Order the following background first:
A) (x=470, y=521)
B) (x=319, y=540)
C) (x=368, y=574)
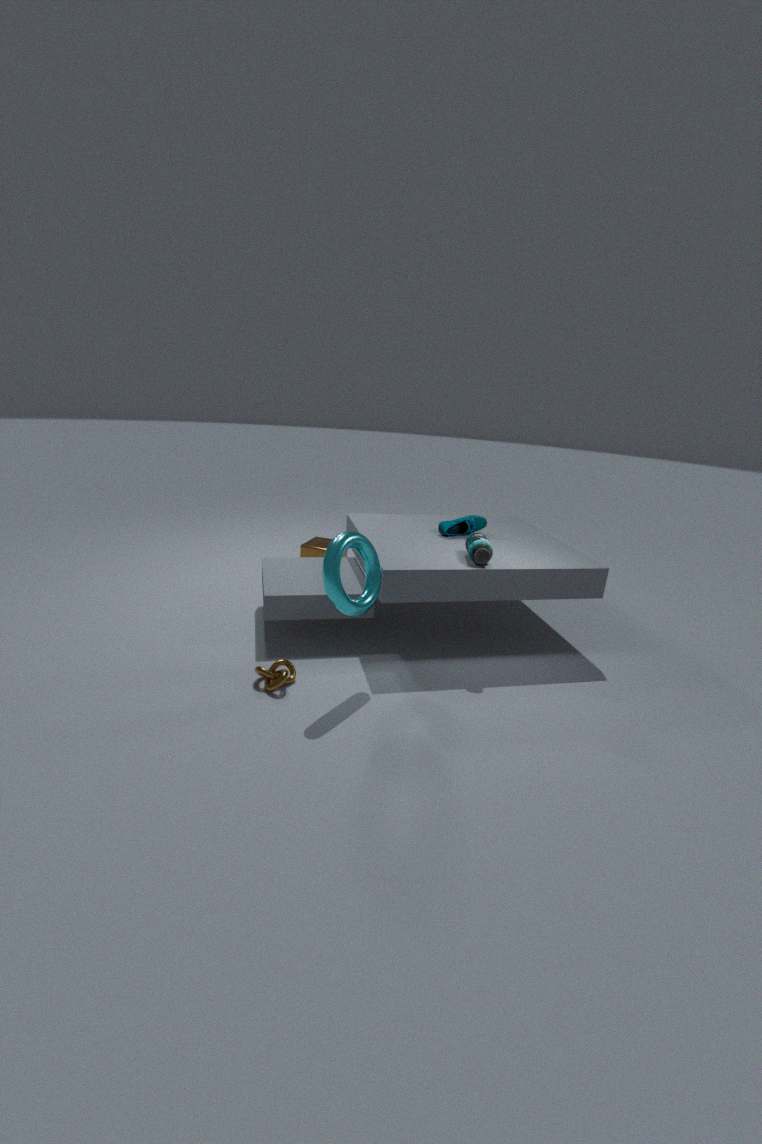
1. (x=319, y=540)
2. (x=470, y=521)
3. (x=368, y=574)
